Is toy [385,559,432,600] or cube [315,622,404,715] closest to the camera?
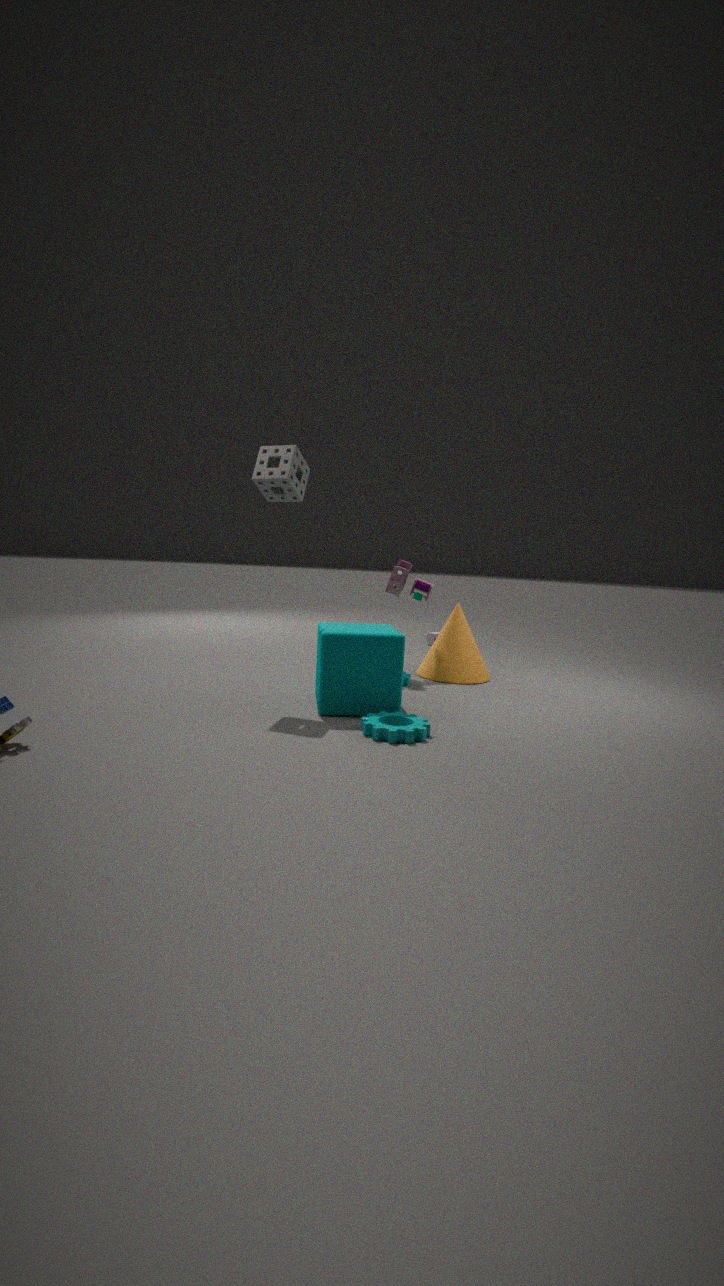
cube [315,622,404,715]
